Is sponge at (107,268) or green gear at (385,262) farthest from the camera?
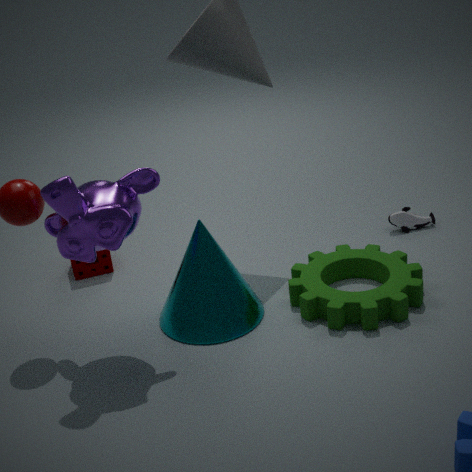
sponge at (107,268)
